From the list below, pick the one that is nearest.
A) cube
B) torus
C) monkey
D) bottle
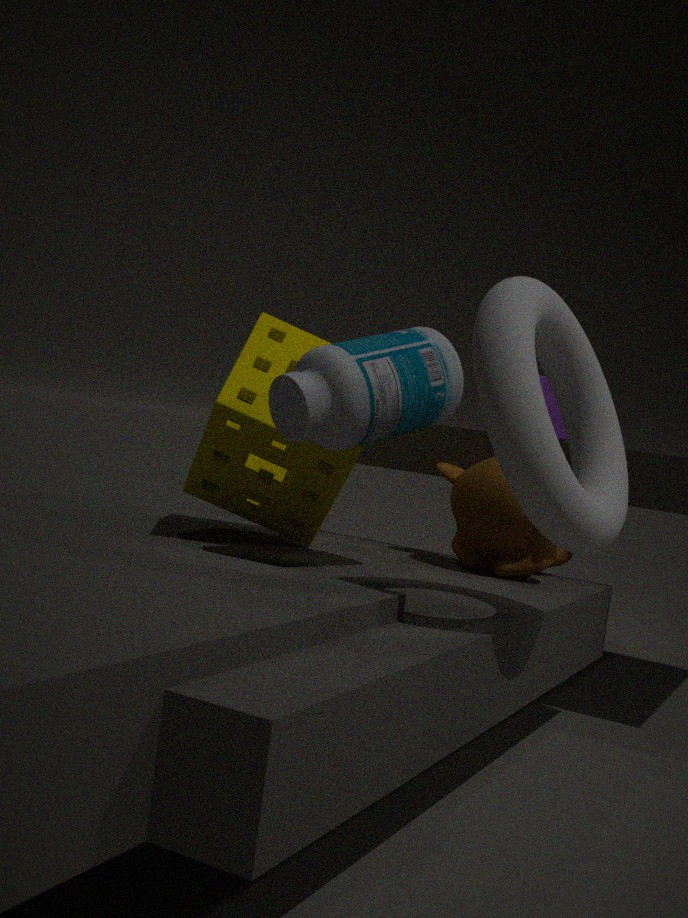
torus
